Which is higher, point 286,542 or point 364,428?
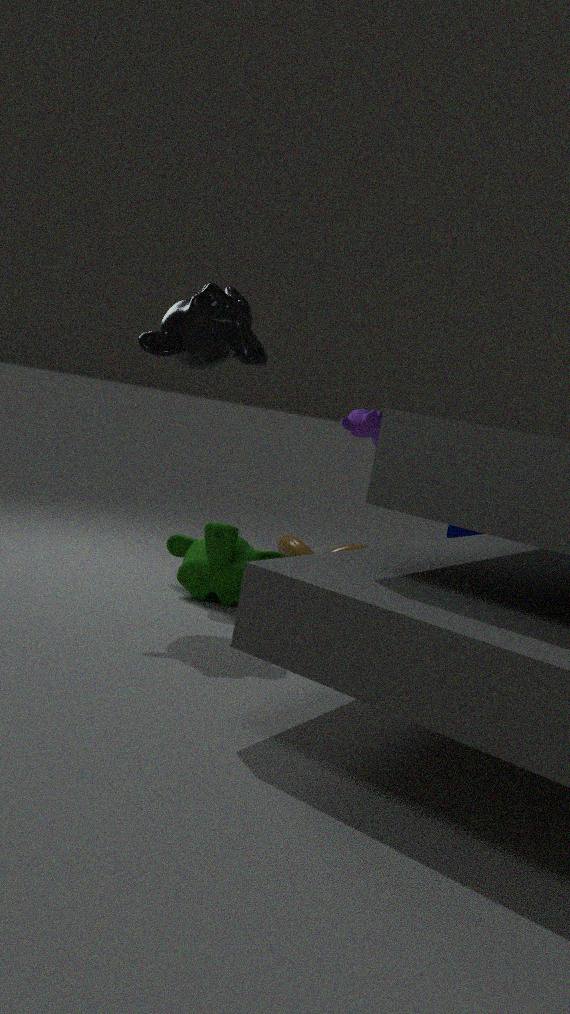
point 364,428
